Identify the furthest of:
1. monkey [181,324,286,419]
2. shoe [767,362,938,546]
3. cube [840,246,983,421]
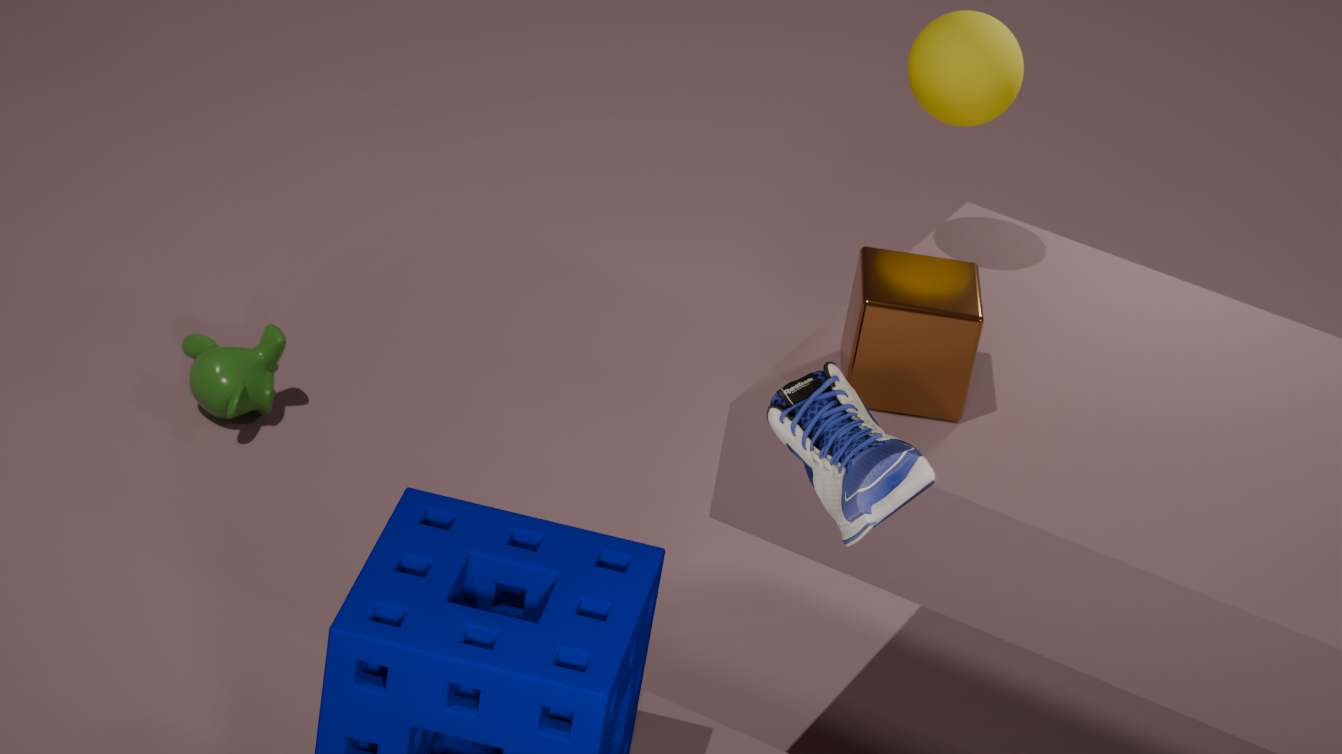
monkey [181,324,286,419]
